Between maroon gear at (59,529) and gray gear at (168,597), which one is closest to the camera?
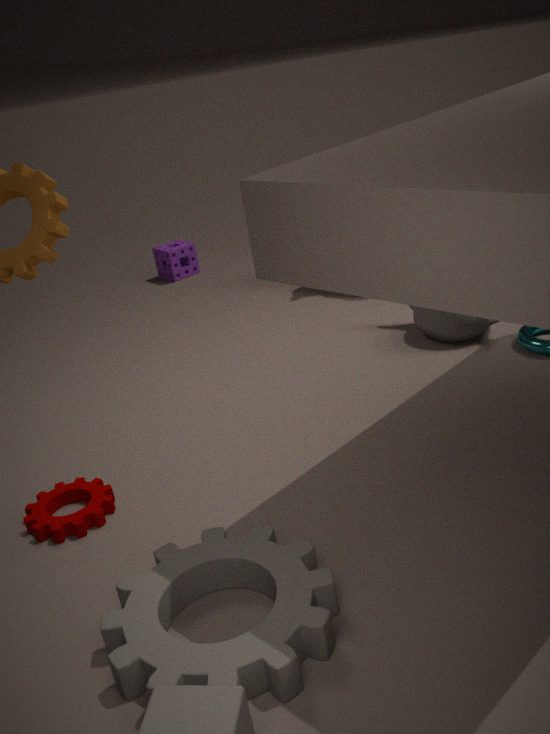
gray gear at (168,597)
